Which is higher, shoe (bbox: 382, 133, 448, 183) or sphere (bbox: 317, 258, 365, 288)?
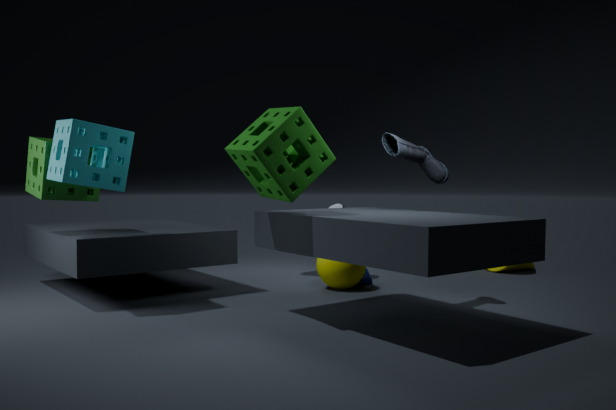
shoe (bbox: 382, 133, 448, 183)
